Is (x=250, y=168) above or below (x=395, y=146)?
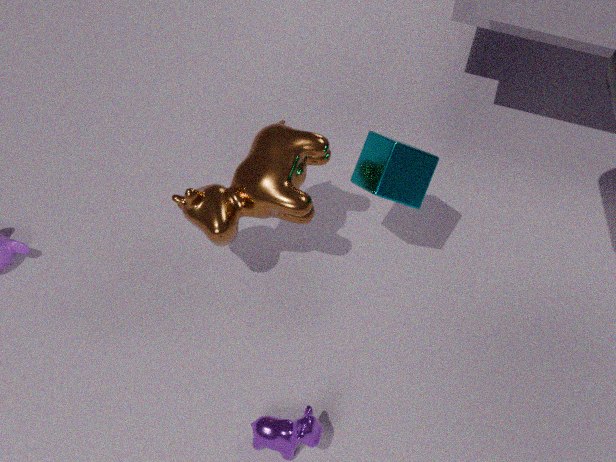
below
